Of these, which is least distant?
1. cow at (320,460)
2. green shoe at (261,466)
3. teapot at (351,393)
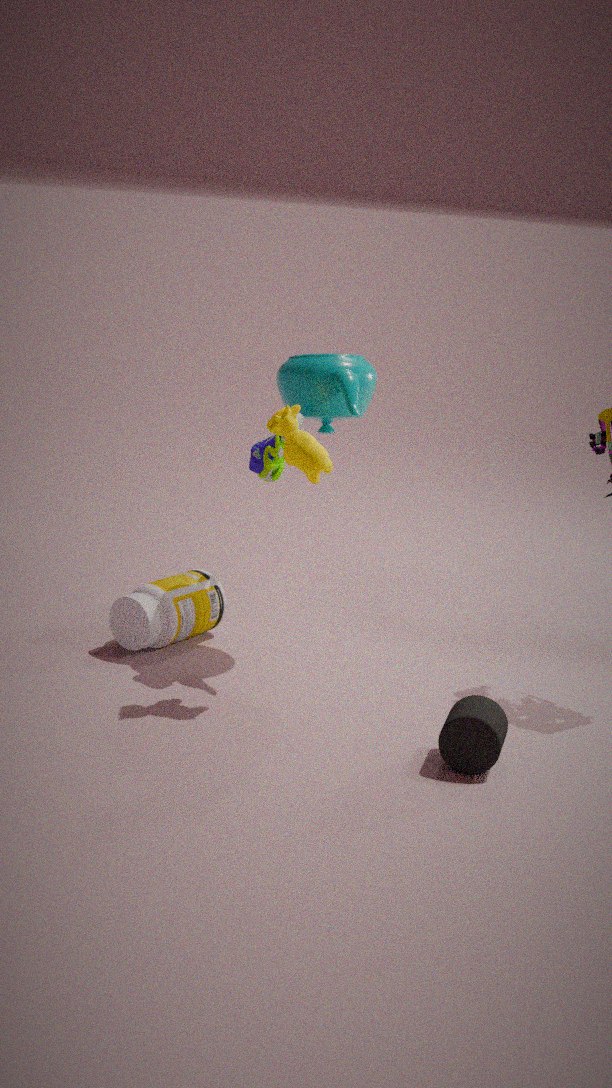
cow at (320,460)
